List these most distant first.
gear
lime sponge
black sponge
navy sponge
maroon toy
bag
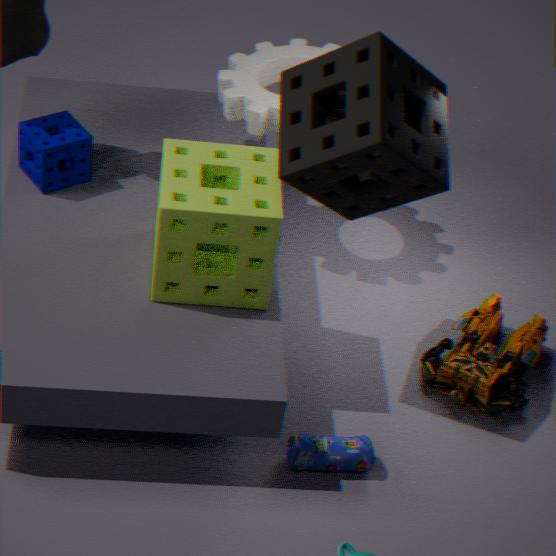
gear → navy sponge → maroon toy → bag → lime sponge → black sponge
